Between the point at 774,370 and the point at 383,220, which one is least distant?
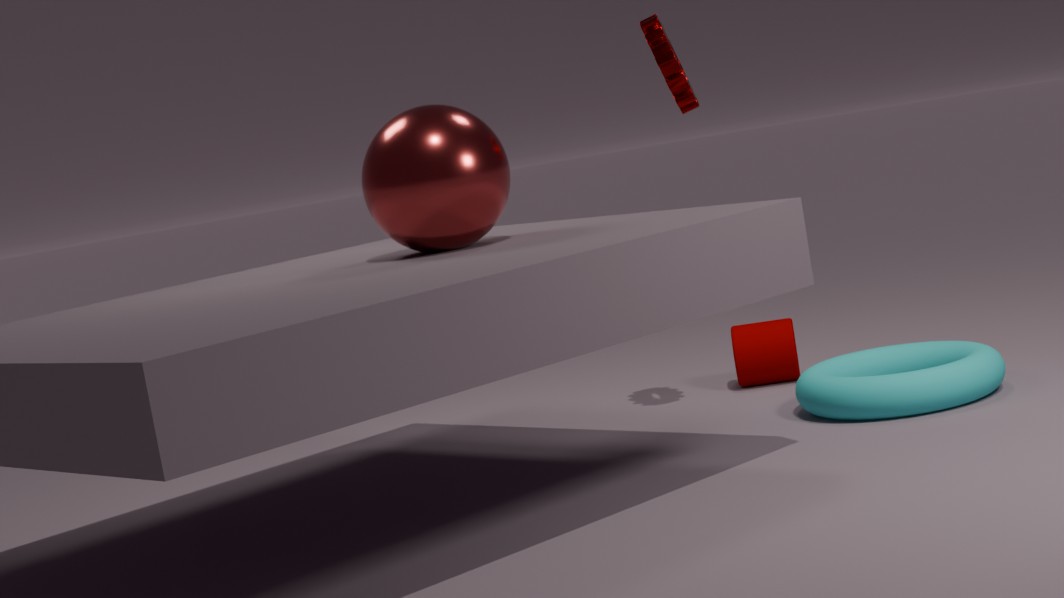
the point at 383,220
